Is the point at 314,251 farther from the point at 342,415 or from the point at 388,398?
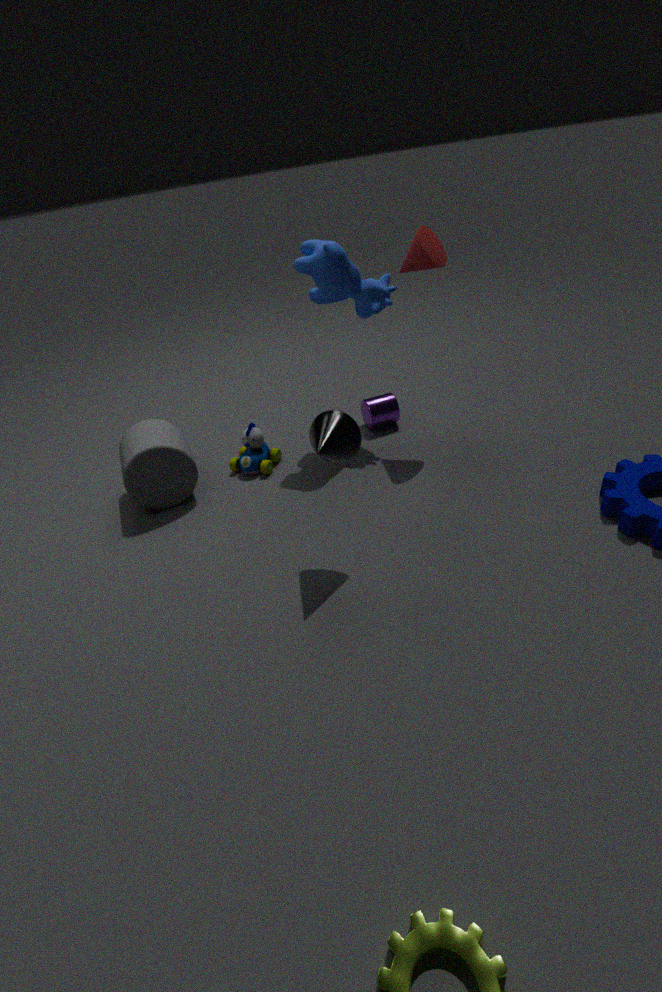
the point at 342,415
